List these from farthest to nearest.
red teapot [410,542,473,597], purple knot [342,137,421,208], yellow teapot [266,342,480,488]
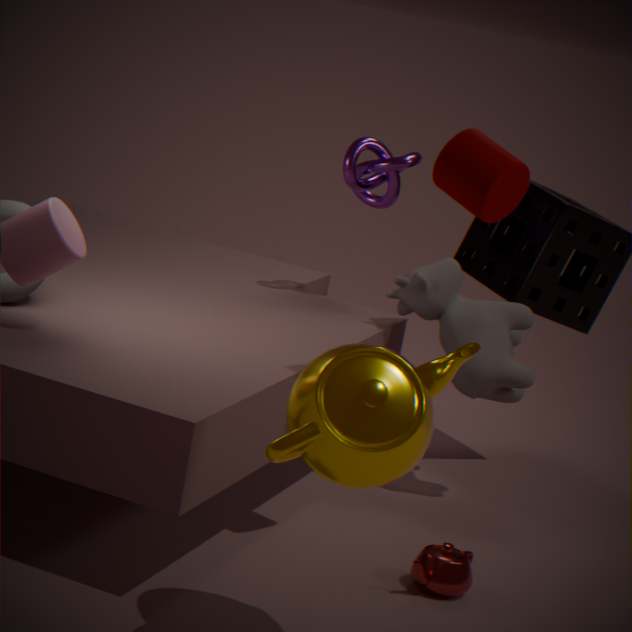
purple knot [342,137,421,208] → red teapot [410,542,473,597] → yellow teapot [266,342,480,488]
